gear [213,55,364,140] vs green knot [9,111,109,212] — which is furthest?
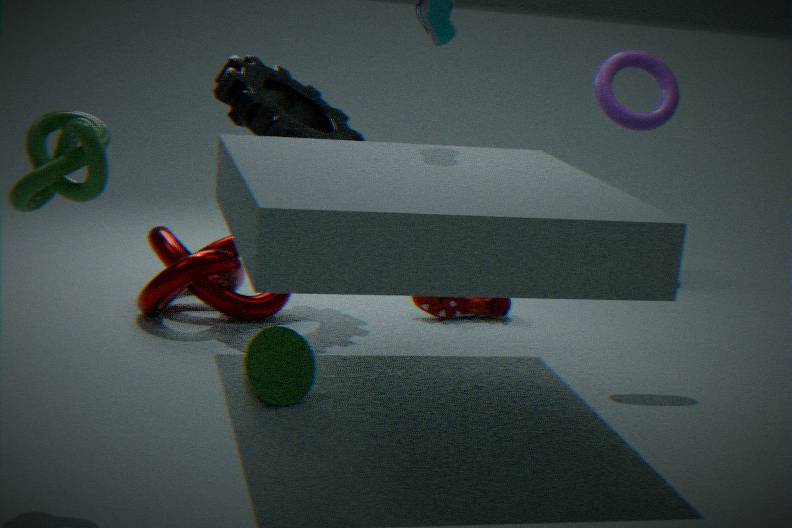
gear [213,55,364,140]
